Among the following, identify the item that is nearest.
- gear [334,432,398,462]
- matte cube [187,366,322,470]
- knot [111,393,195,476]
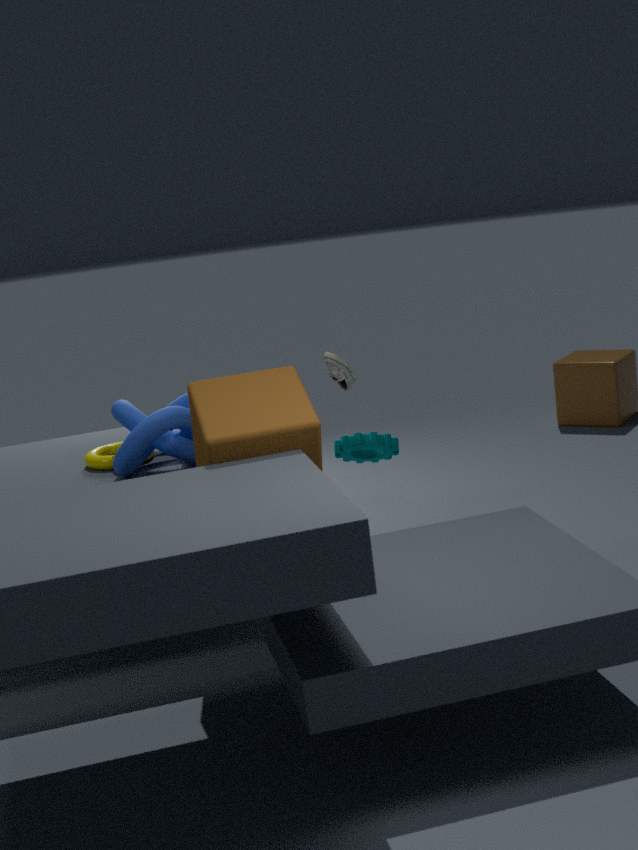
matte cube [187,366,322,470]
